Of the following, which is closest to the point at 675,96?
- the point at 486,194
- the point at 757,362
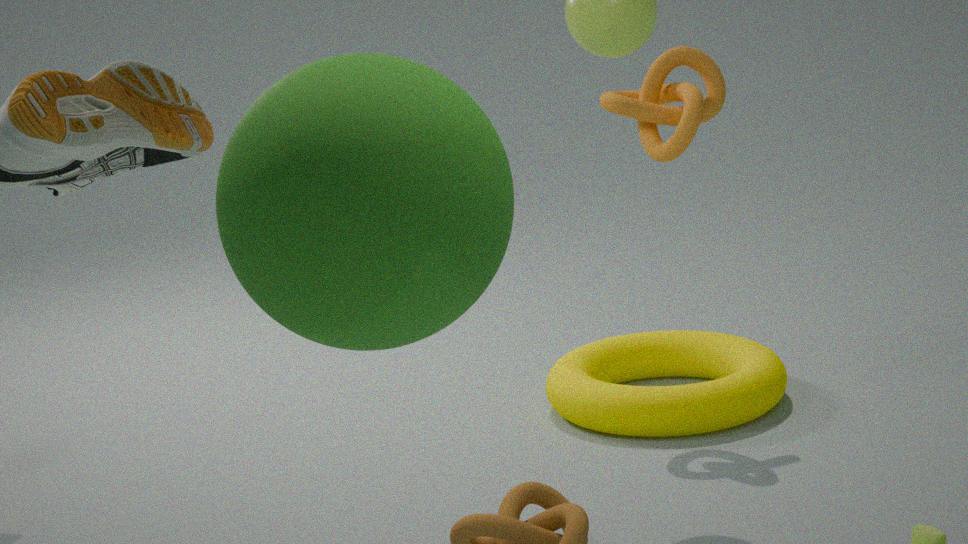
the point at 757,362
